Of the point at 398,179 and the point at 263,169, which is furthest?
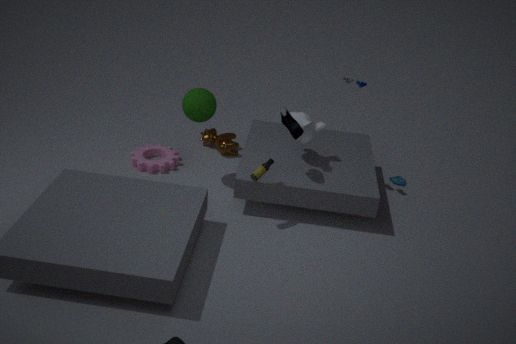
the point at 398,179
